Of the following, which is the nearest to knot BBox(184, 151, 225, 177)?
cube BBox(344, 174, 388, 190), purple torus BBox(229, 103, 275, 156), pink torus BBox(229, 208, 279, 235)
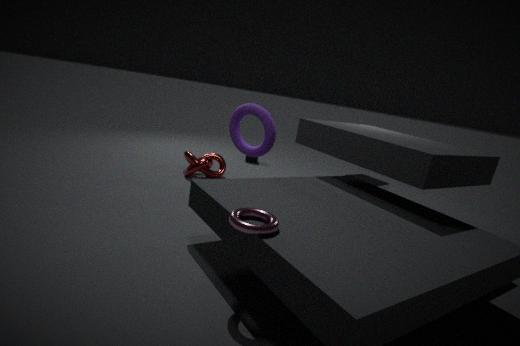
purple torus BBox(229, 103, 275, 156)
